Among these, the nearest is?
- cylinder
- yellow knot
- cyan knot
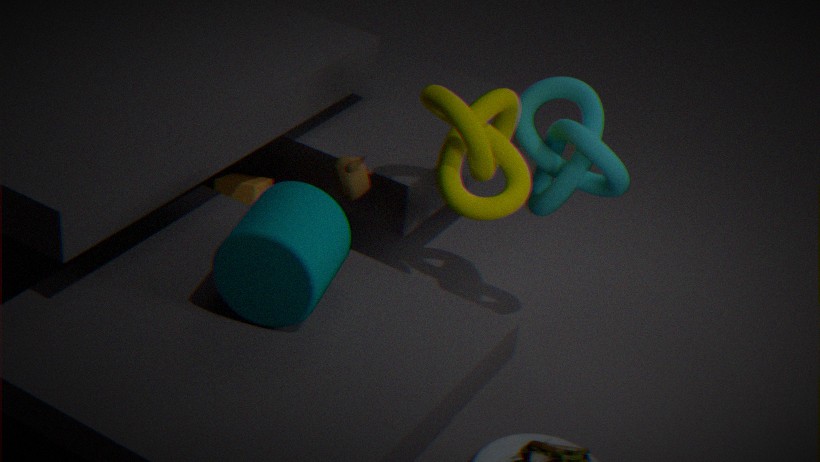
cylinder
